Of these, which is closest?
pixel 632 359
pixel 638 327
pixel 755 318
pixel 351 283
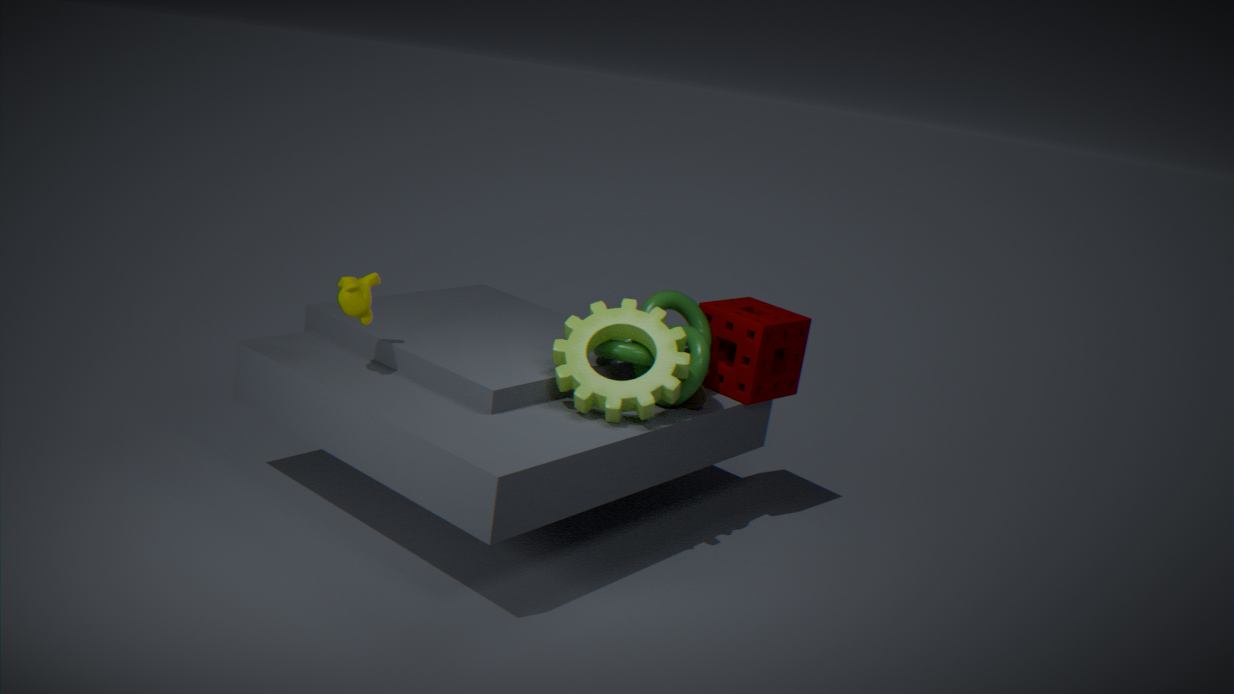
pixel 351 283
